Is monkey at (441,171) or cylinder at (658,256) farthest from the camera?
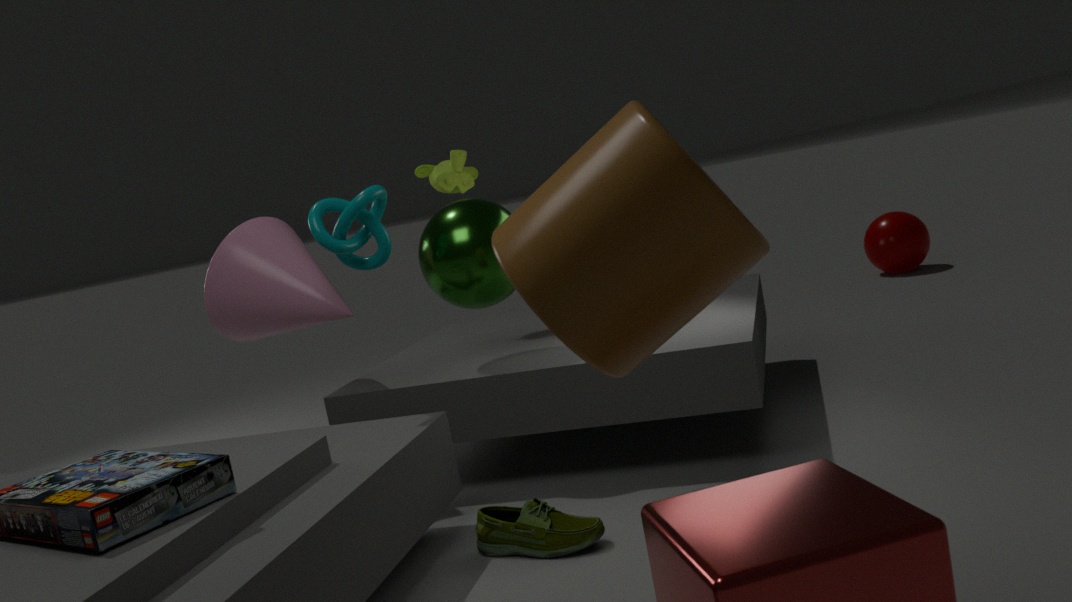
monkey at (441,171)
